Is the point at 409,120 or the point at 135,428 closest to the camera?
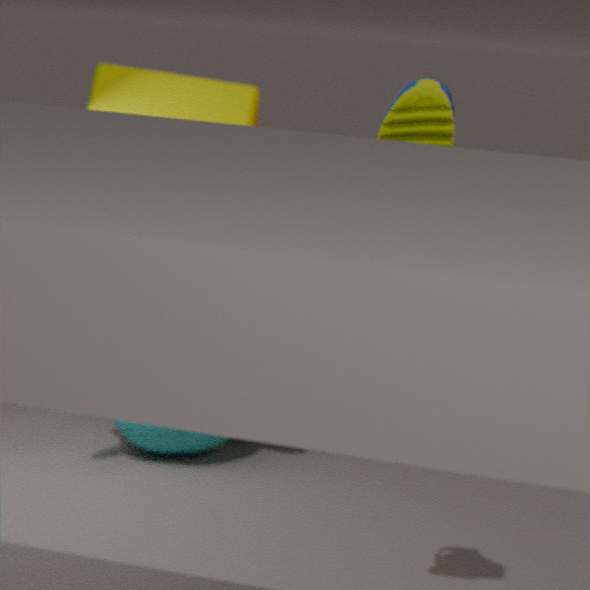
the point at 409,120
